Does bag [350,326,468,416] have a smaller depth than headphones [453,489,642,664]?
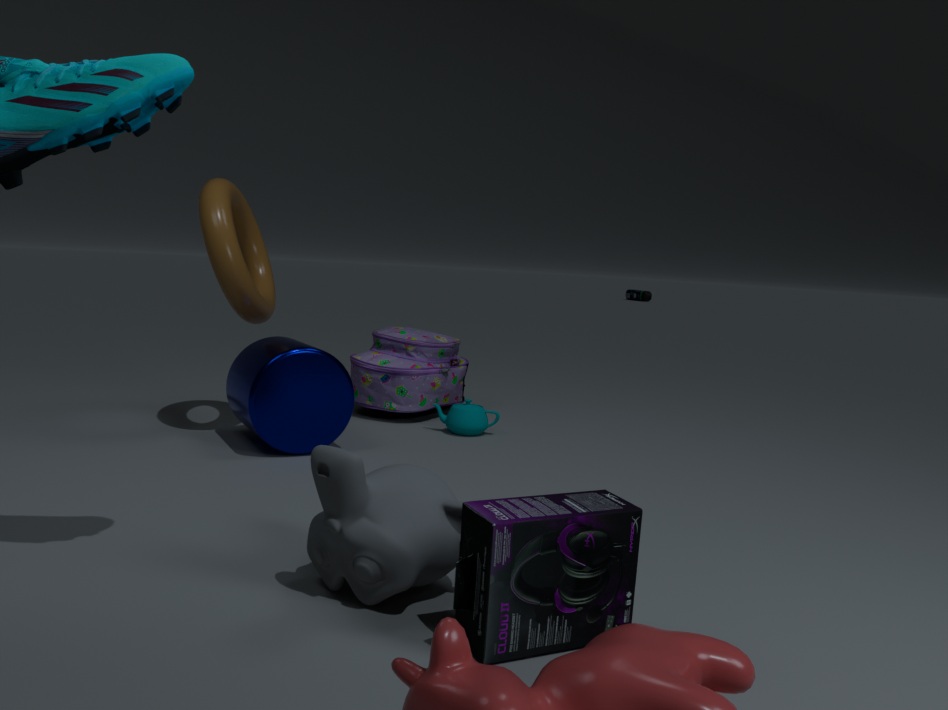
No
